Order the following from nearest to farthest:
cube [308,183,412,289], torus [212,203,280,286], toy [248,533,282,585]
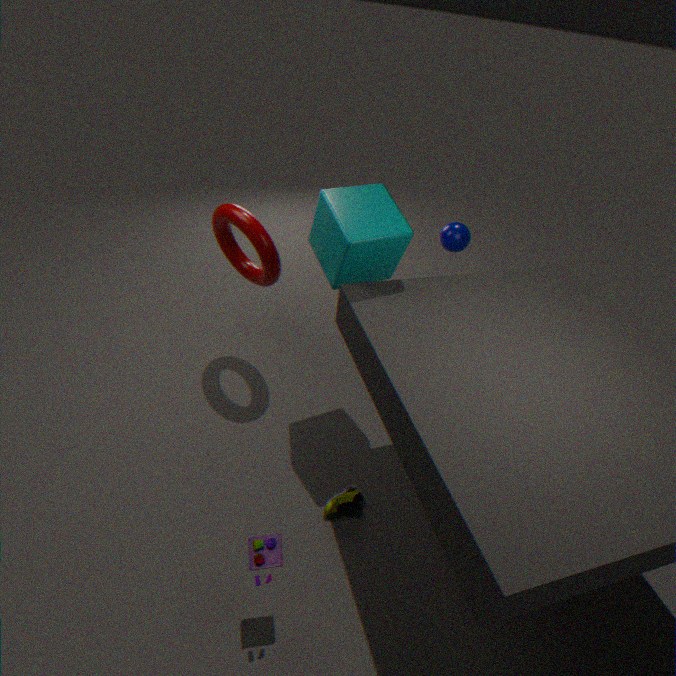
toy [248,533,282,585] < cube [308,183,412,289] < torus [212,203,280,286]
